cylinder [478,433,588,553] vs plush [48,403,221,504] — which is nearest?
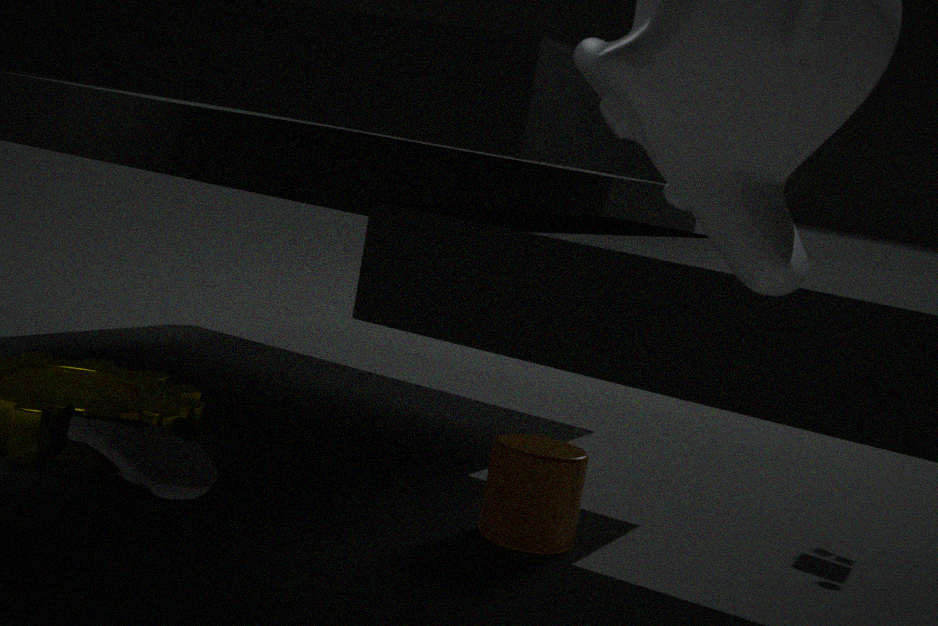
plush [48,403,221,504]
